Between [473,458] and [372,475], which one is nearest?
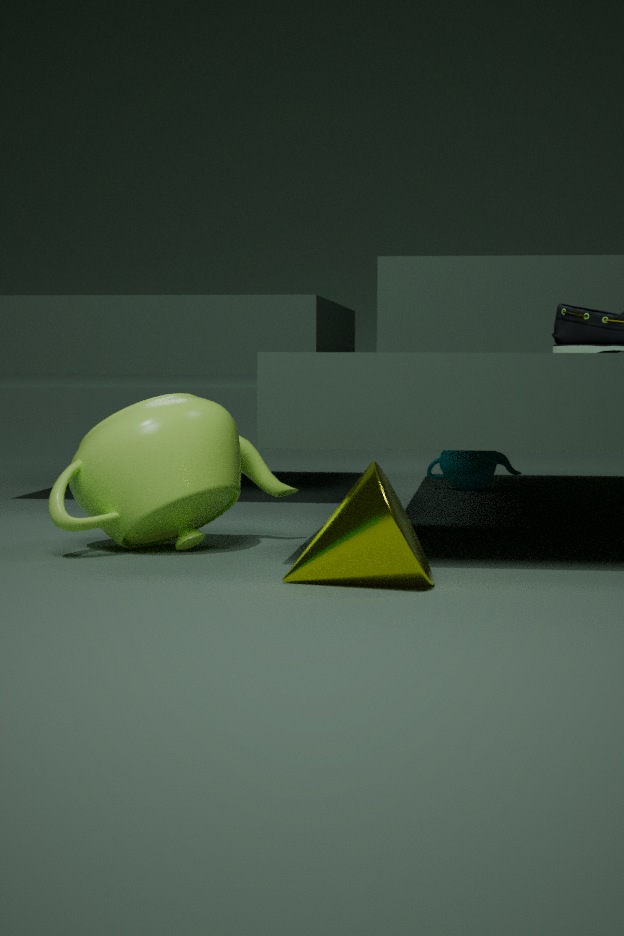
[372,475]
